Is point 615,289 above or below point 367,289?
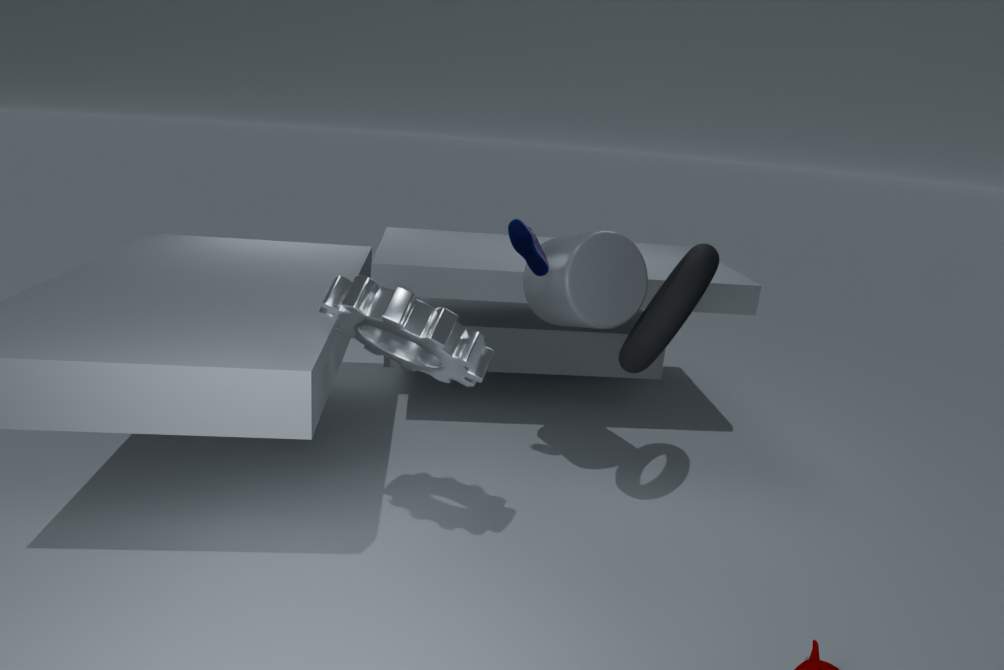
above
